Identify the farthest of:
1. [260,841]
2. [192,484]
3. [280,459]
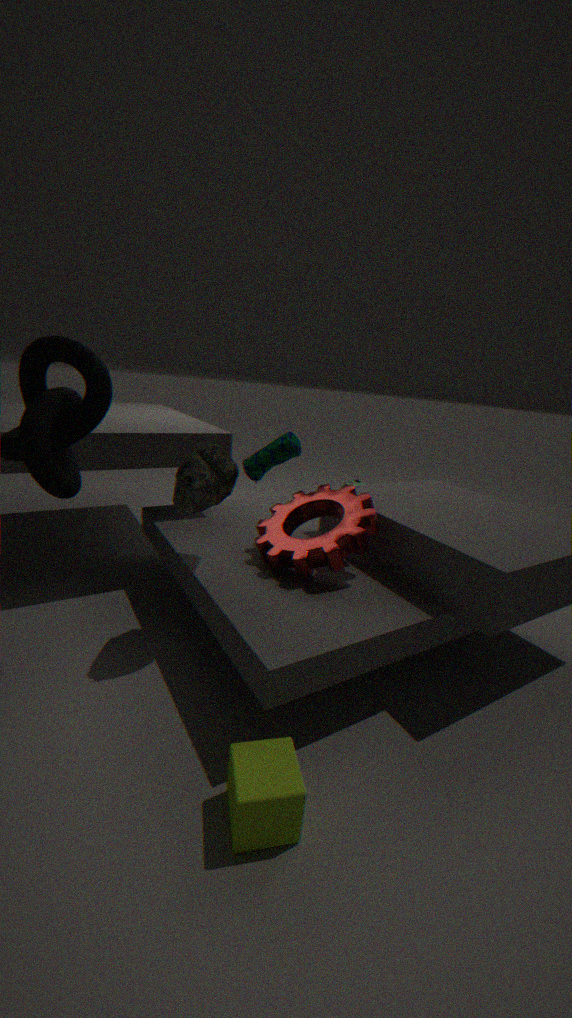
[280,459]
